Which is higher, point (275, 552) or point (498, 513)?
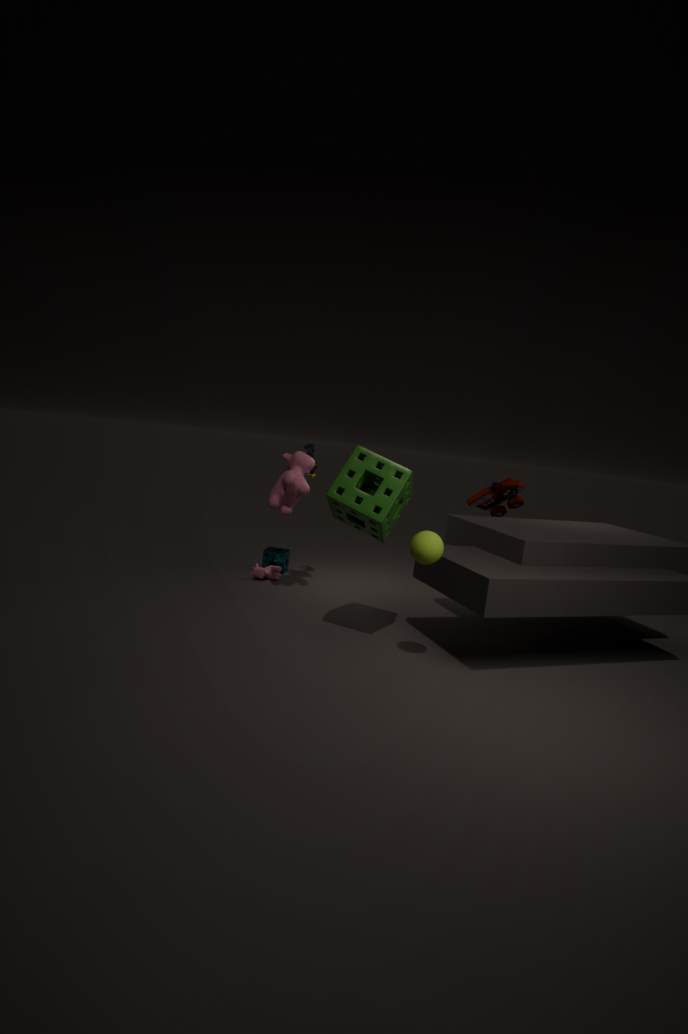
point (498, 513)
